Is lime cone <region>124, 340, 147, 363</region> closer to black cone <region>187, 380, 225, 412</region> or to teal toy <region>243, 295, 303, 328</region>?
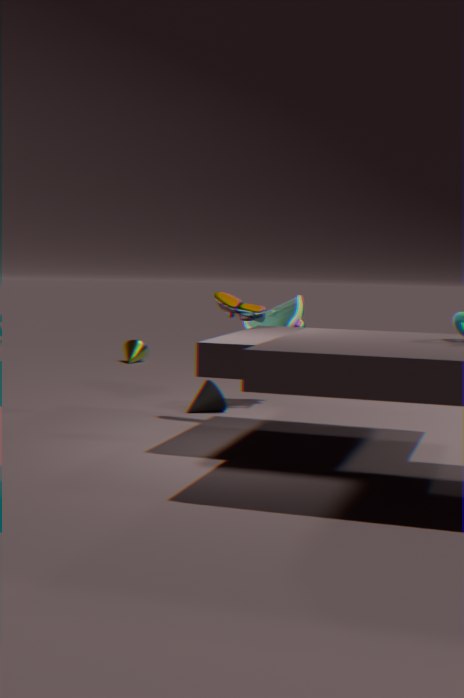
teal toy <region>243, 295, 303, 328</region>
